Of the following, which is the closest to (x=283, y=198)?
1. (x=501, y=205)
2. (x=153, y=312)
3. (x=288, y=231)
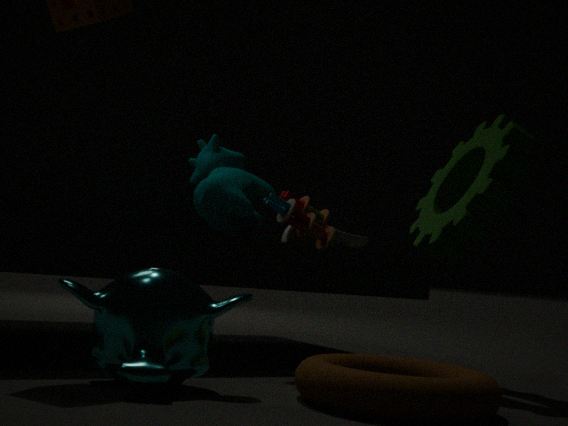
(x=288, y=231)
